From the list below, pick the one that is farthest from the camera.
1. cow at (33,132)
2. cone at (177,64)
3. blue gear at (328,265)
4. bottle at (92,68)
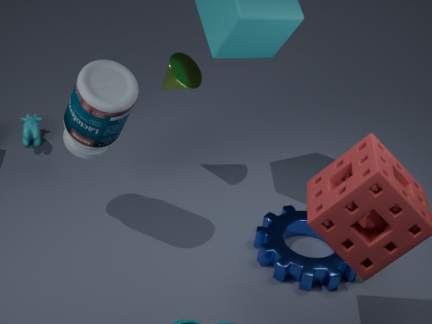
cow at (33,132)
